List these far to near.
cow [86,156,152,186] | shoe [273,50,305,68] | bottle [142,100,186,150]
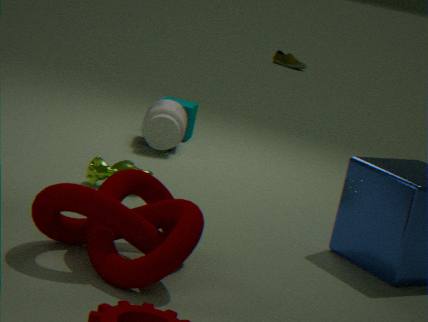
shoe [273,50,305,68], bottle [142,100,186,150], cow [86,156,152,186]
